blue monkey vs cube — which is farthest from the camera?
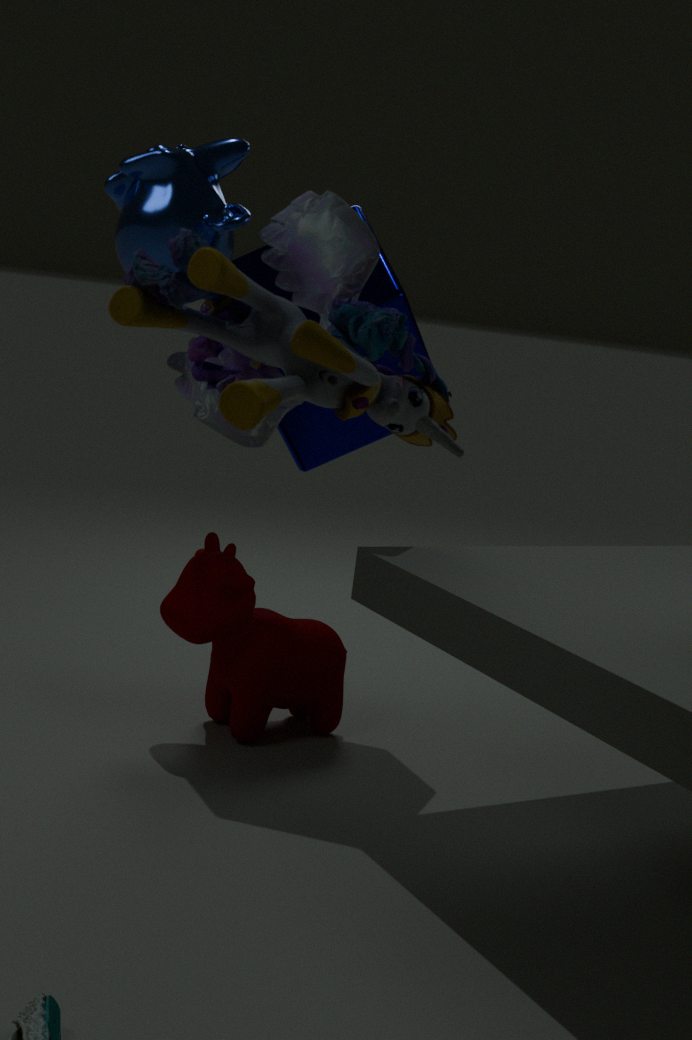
cube
